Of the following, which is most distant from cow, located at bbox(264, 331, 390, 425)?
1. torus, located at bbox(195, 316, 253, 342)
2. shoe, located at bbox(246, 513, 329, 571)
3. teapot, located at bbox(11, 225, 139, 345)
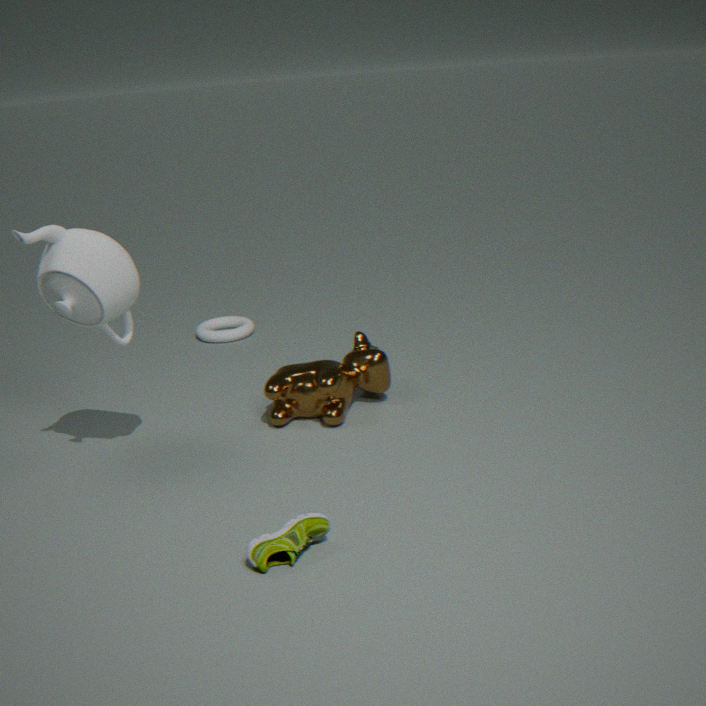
torus, located at bbox(195, 316, 253, 342)
